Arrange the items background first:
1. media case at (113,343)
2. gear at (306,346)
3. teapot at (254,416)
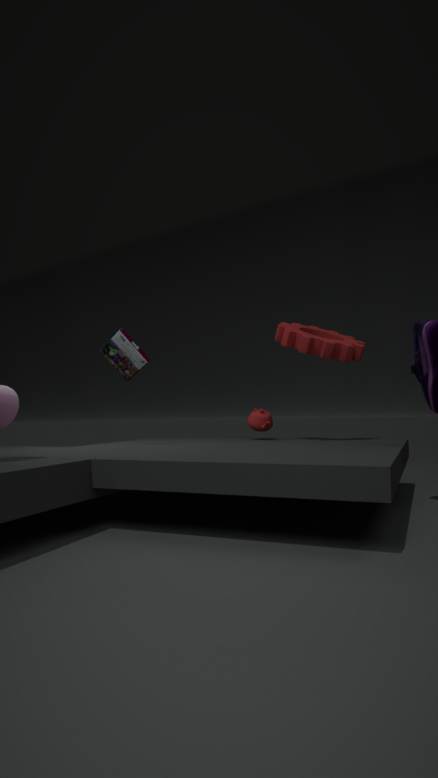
teapot at (254,416) < gear at (306,346) < media case at (113,343)
